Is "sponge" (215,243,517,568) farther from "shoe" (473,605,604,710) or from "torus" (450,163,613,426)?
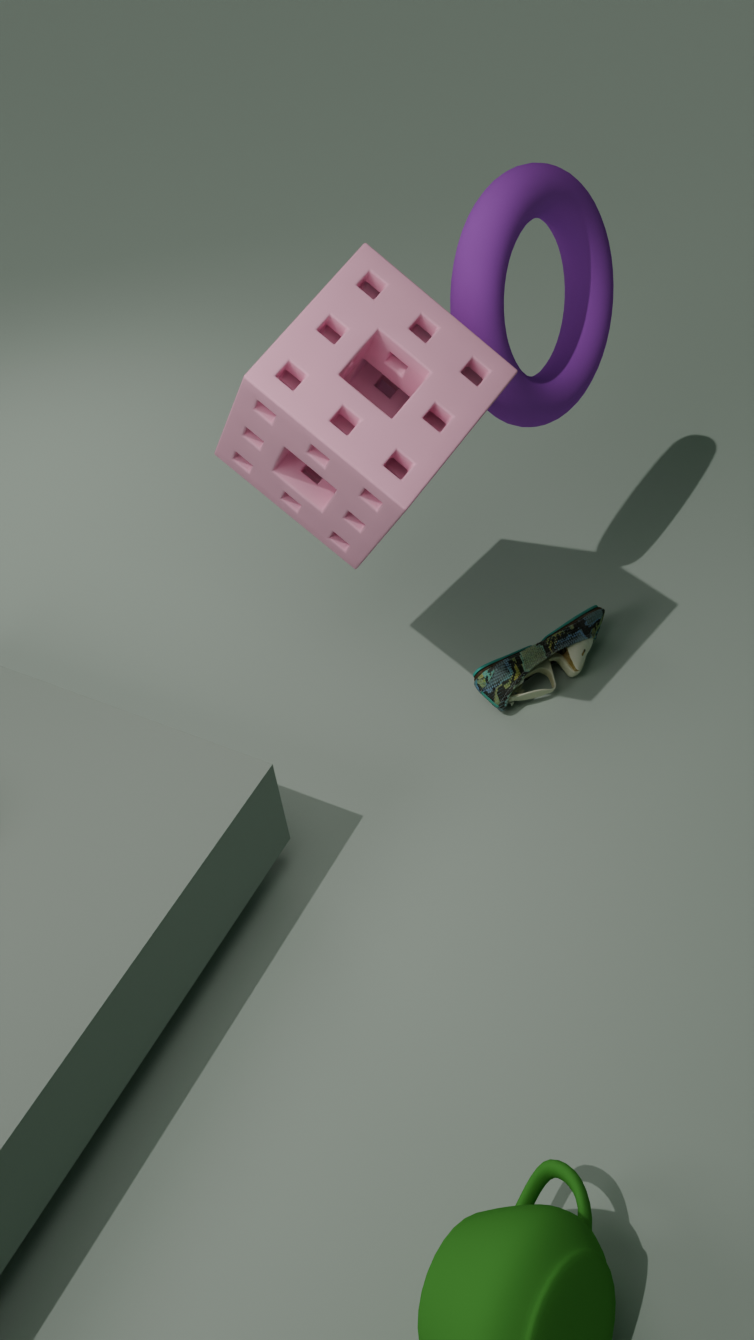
"shoe" (473,605,604,710)
